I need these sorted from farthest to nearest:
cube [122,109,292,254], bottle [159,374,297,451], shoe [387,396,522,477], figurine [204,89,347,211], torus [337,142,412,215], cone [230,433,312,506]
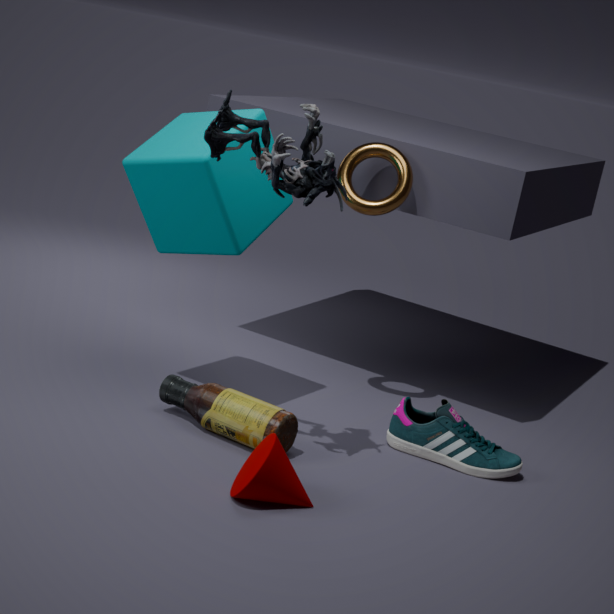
torus [337,142,412,215] → shoe [387,396,522,477] → cube [122,109,292,254] → bottle [159,374,297,451] → figurine [204,89,347,211] → cone [230,433,312,506]
